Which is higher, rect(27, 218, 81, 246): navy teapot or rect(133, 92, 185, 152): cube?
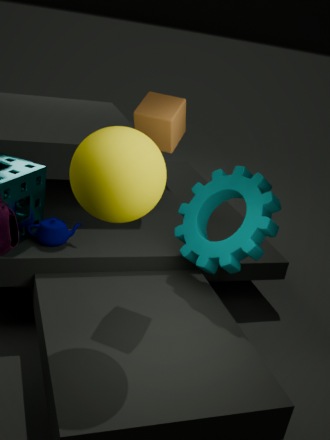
rect(133, 92, 185, 152): cube
